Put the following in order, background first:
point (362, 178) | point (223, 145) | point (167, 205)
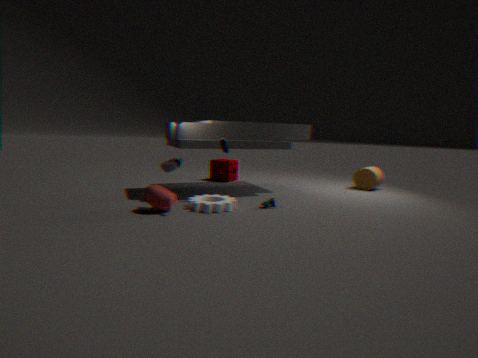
point (362, 178) < point (223, 145) < point (167, 205)
